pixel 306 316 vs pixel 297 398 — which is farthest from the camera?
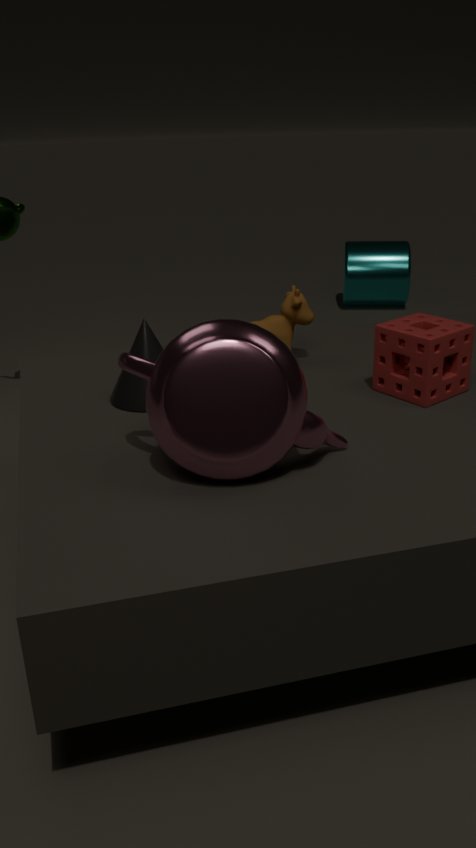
pixel 306 316
